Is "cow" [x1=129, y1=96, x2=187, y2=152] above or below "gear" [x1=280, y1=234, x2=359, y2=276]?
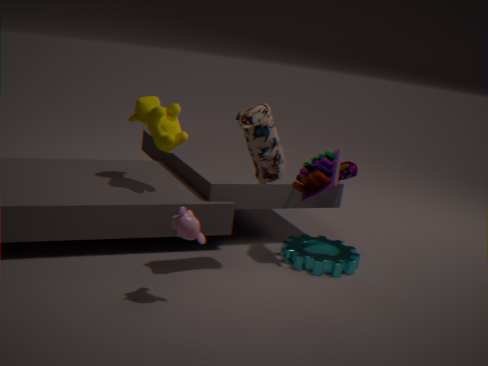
above
